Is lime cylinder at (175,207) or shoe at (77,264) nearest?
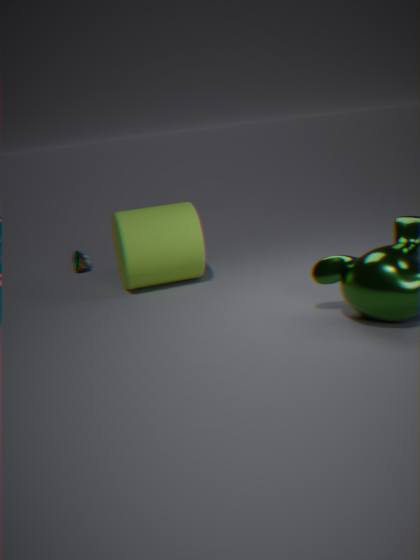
lime cylinder at (175,207)
